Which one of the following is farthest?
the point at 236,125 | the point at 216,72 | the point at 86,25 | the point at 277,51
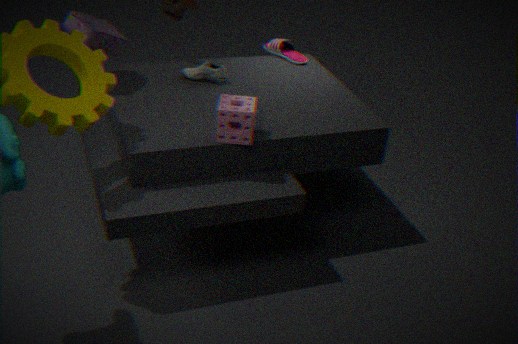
the point at 277,51
